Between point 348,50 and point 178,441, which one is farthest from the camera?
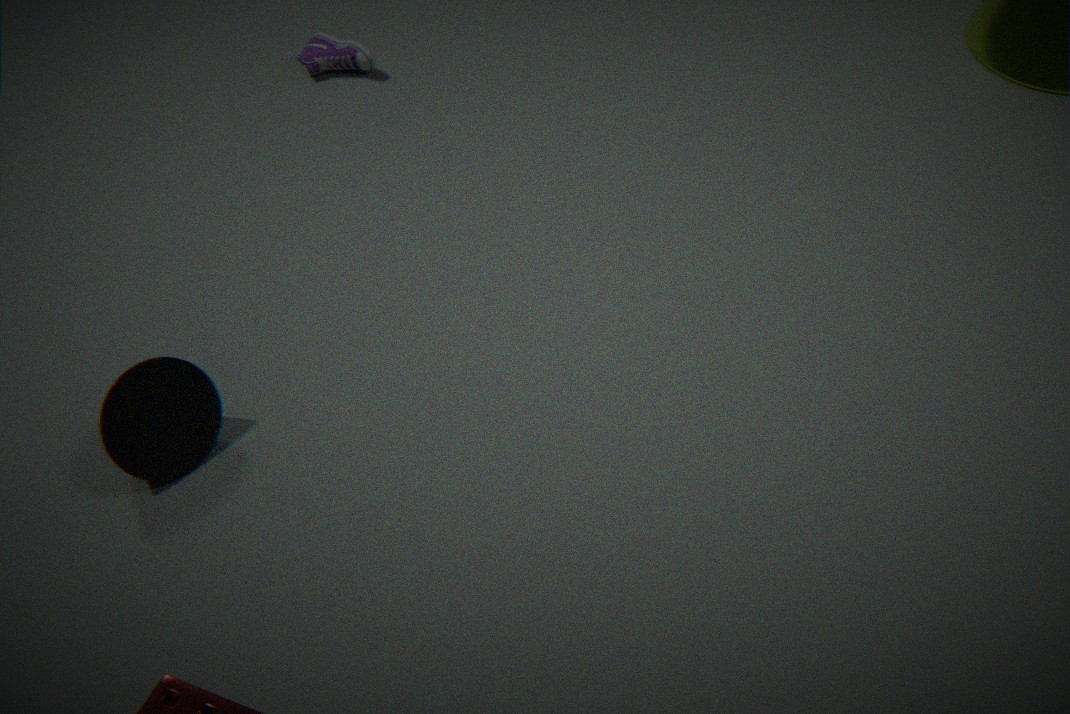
point 348,50
